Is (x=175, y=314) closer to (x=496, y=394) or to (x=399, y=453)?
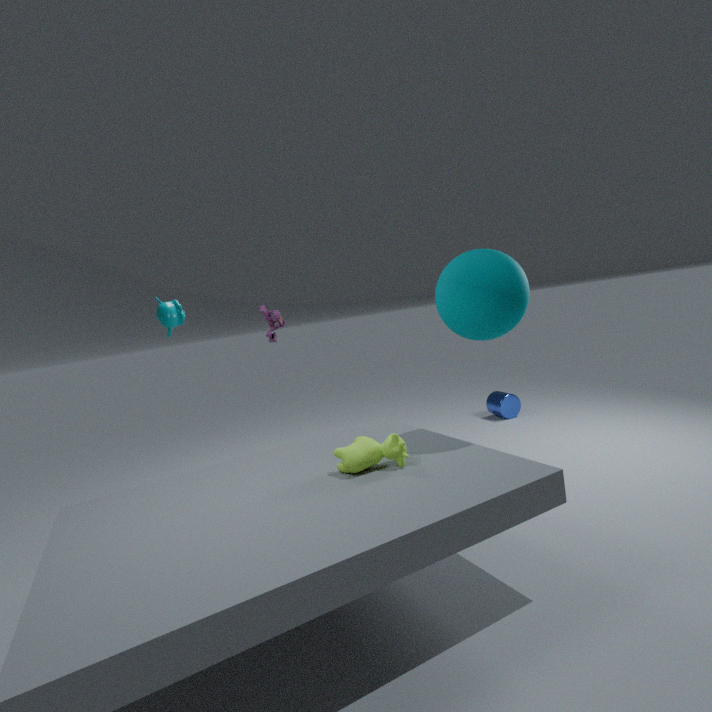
(x=399, y=453)
